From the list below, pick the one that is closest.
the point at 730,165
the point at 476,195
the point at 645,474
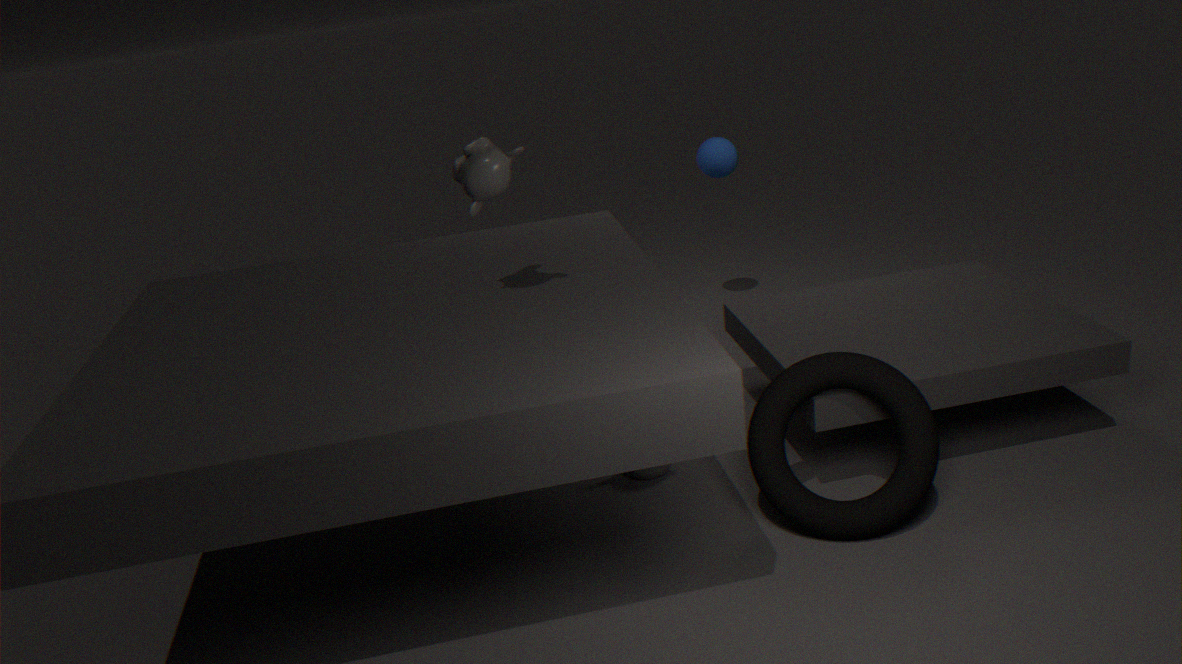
the point at 476,195
